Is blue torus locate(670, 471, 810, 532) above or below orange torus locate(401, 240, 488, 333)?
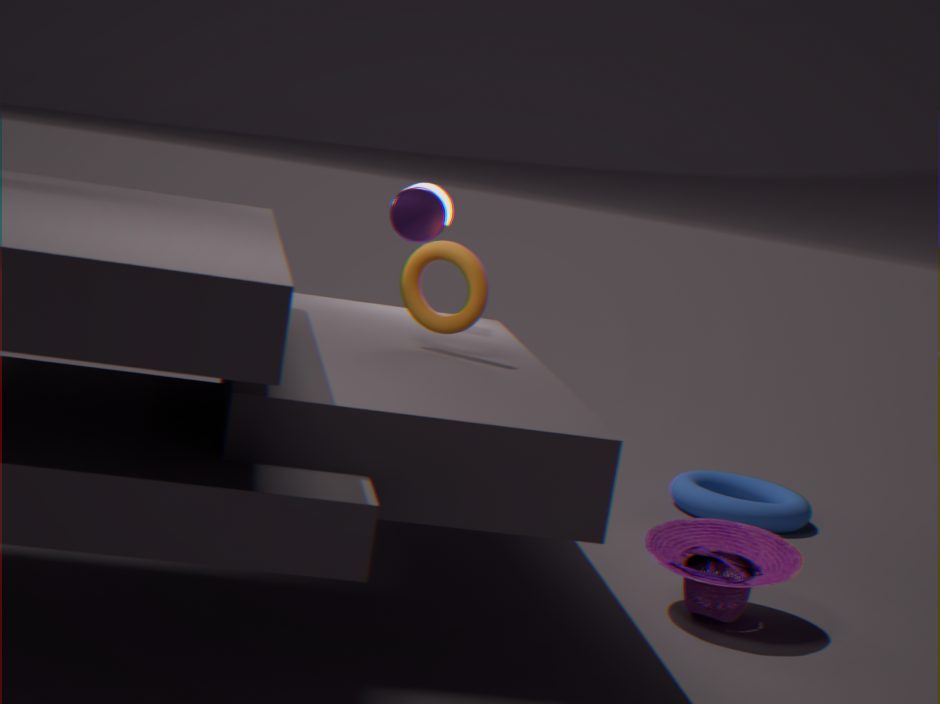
below
